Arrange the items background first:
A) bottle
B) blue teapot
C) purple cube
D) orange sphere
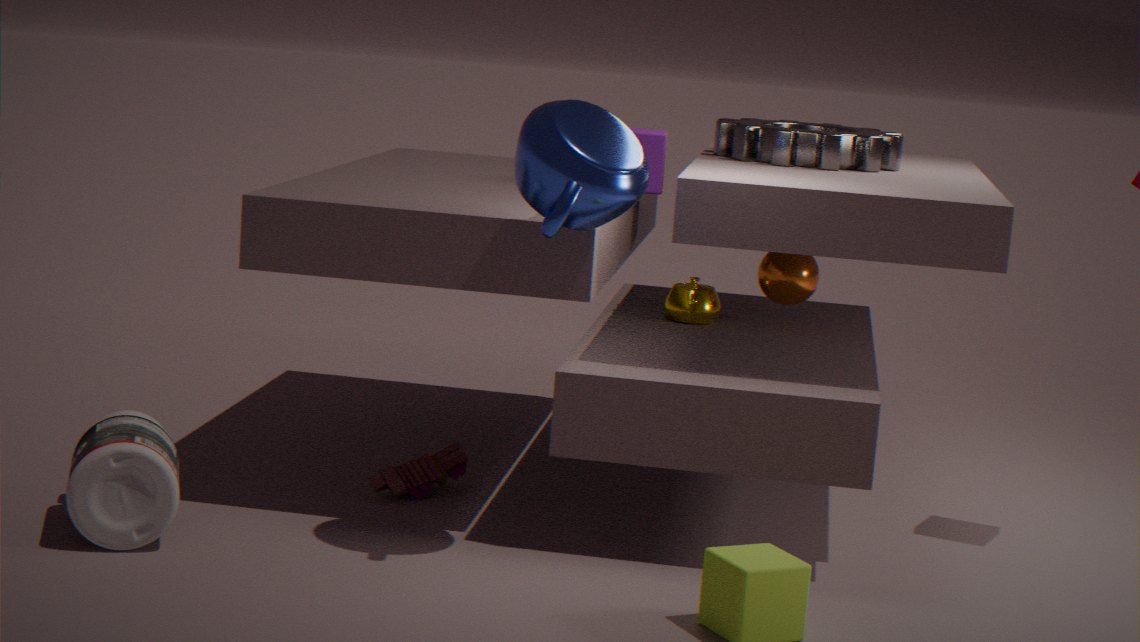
purple cube < orange sphere < bottle < blue teapot
